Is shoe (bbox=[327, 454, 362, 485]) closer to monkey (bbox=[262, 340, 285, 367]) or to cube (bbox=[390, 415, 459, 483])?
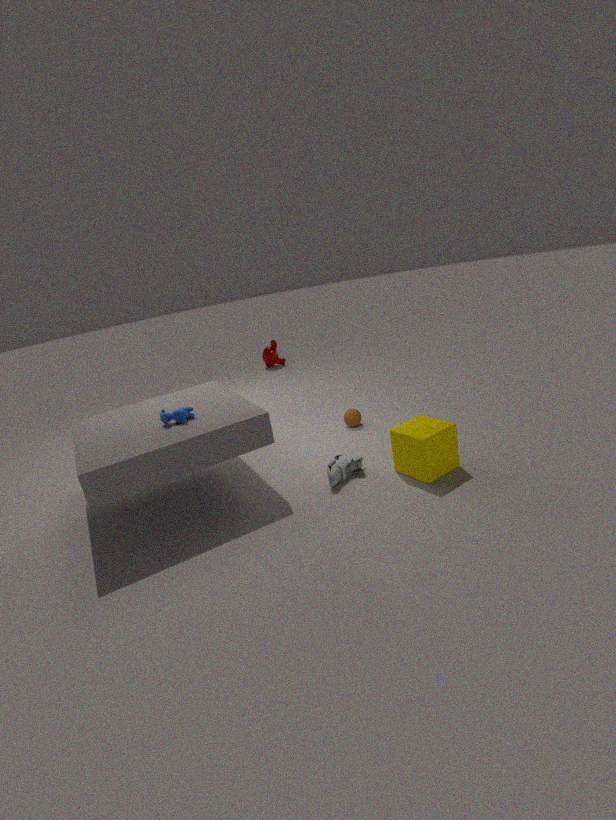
cube (bbox=[390, 415, 459, 483])
